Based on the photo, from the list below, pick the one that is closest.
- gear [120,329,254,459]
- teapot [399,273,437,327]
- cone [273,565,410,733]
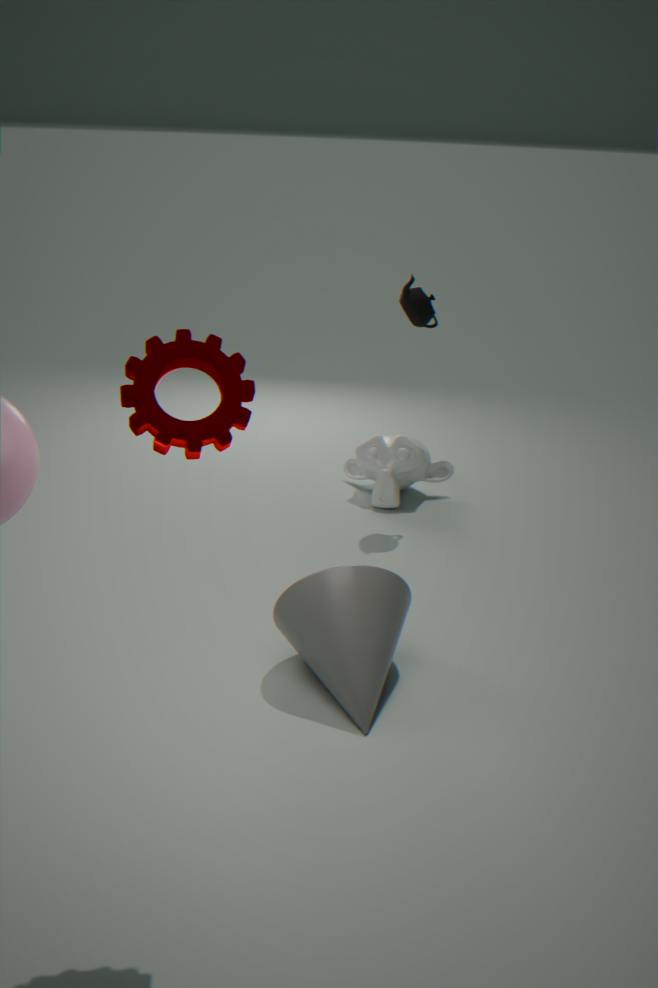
gear [120,329,254,459]
